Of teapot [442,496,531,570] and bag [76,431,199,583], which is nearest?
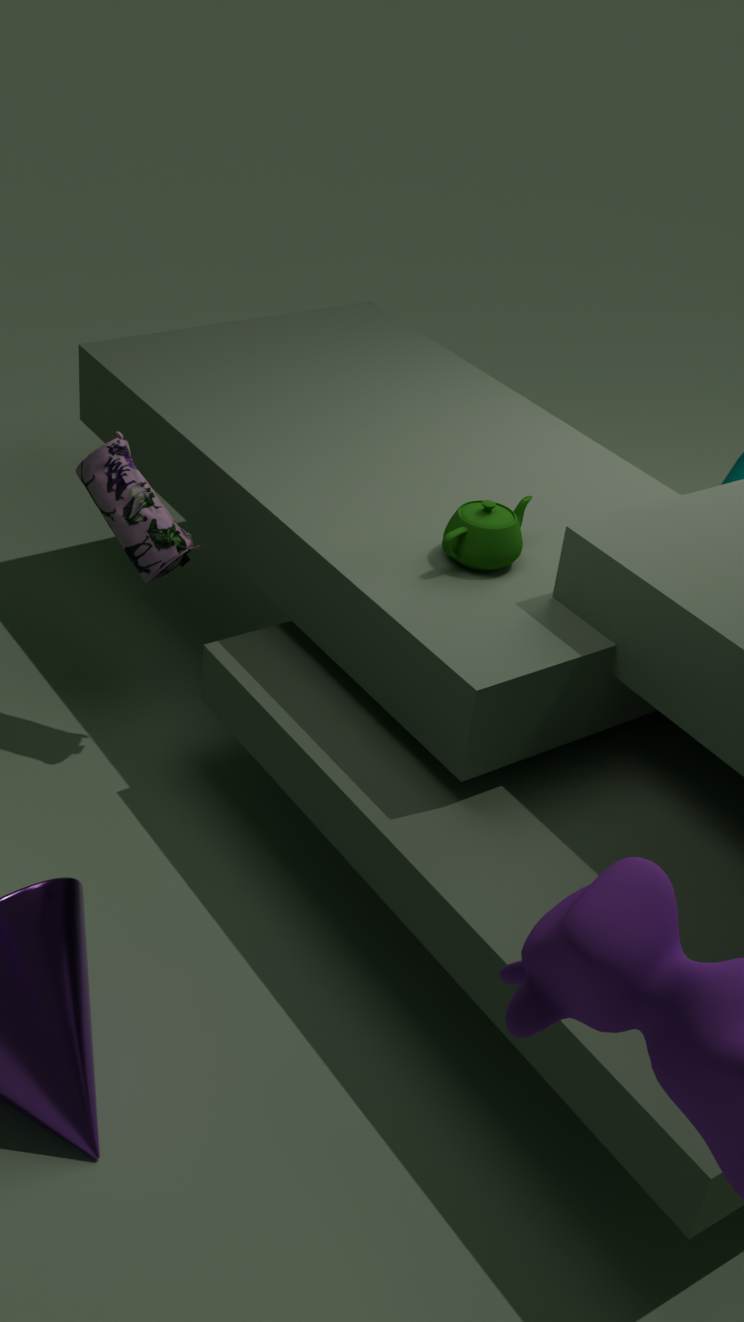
teapot [442,496,531,570]
